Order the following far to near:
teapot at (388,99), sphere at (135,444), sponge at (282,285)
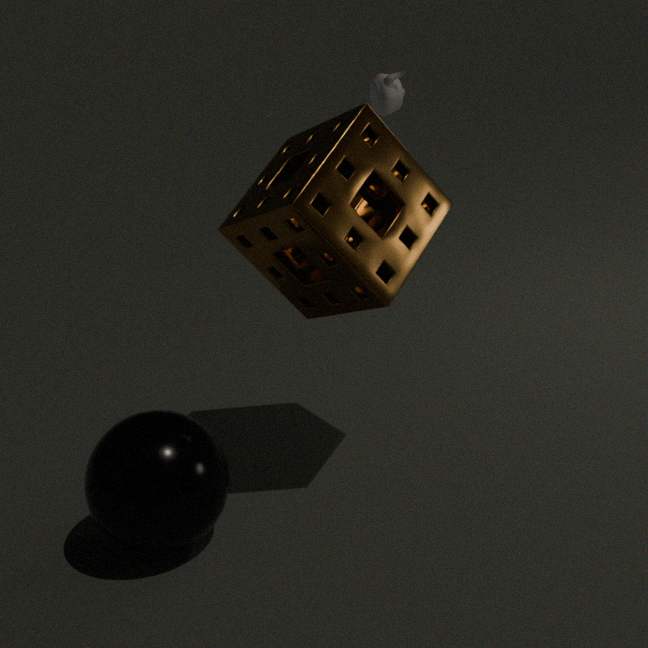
1. teapot at (388,99)
2. sponge at (282,285)
3. sphere at (135,444)
